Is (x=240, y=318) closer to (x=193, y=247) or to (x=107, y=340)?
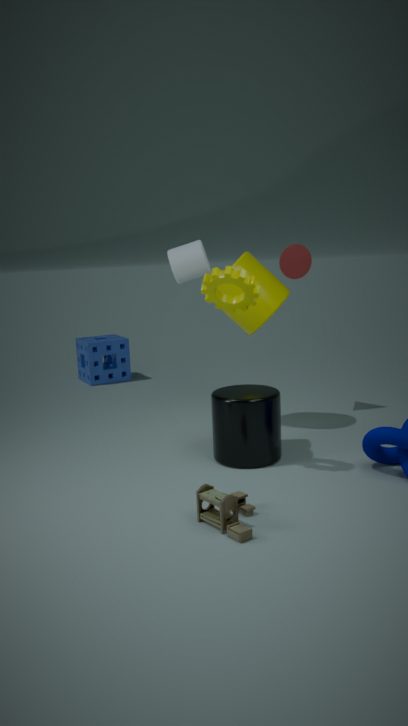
(x=193, y=247)
